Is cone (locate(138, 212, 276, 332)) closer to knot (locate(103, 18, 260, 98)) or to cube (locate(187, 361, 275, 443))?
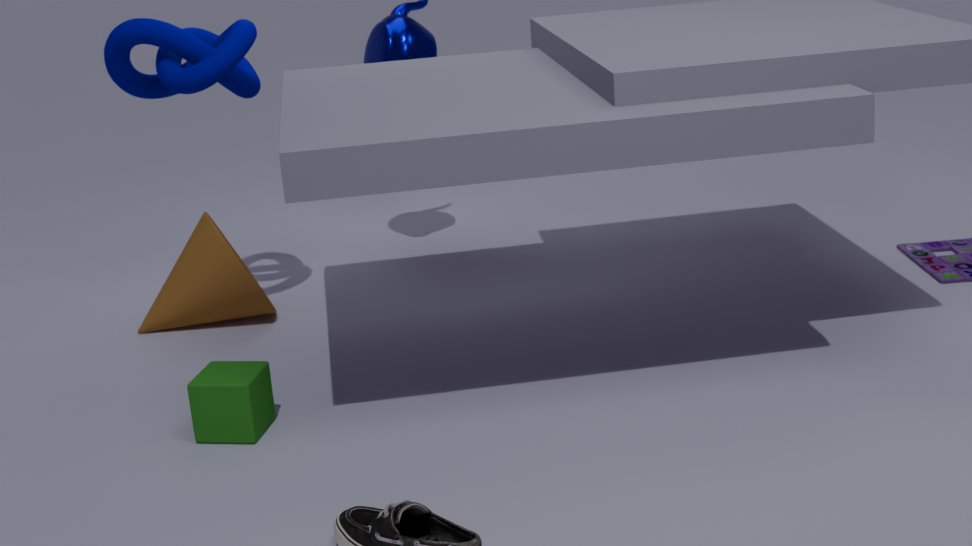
knot (locate(103, 18, 260, 98))
